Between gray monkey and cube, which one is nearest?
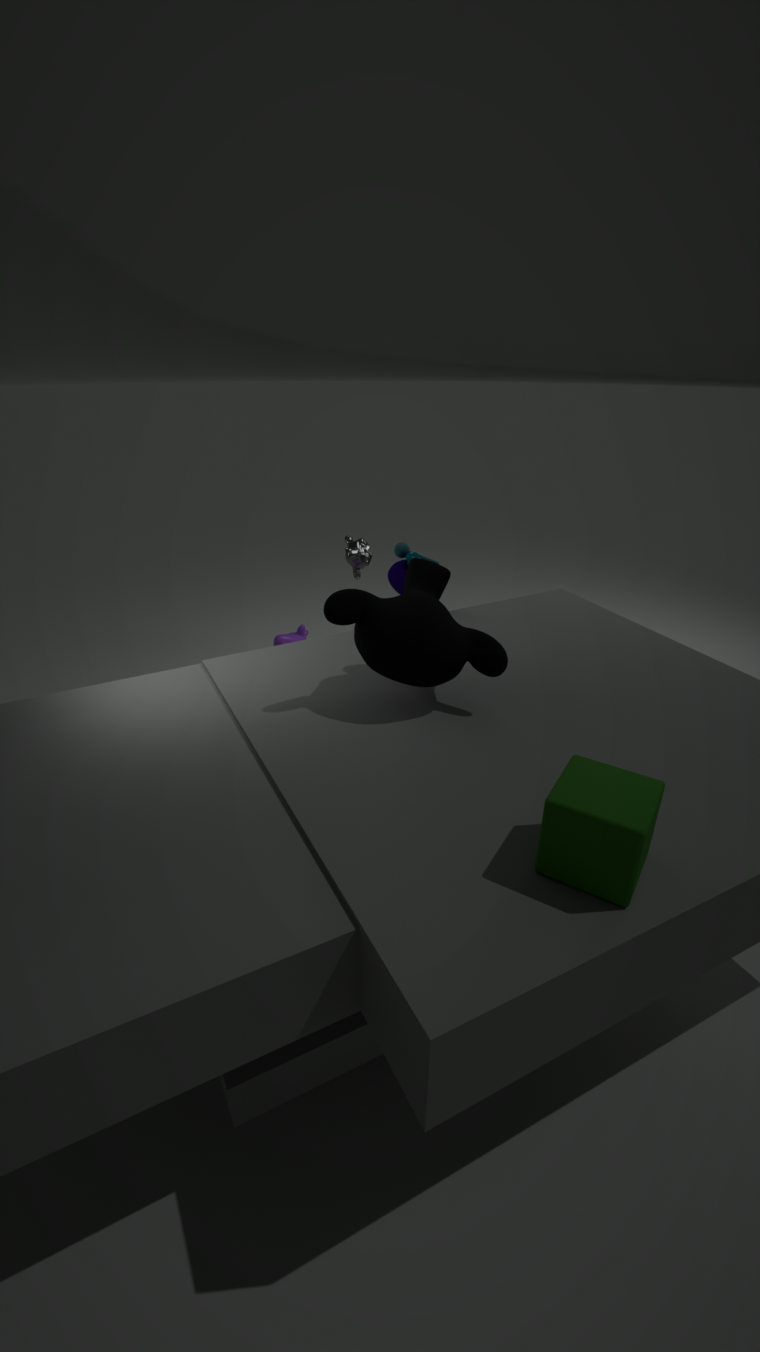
cube
